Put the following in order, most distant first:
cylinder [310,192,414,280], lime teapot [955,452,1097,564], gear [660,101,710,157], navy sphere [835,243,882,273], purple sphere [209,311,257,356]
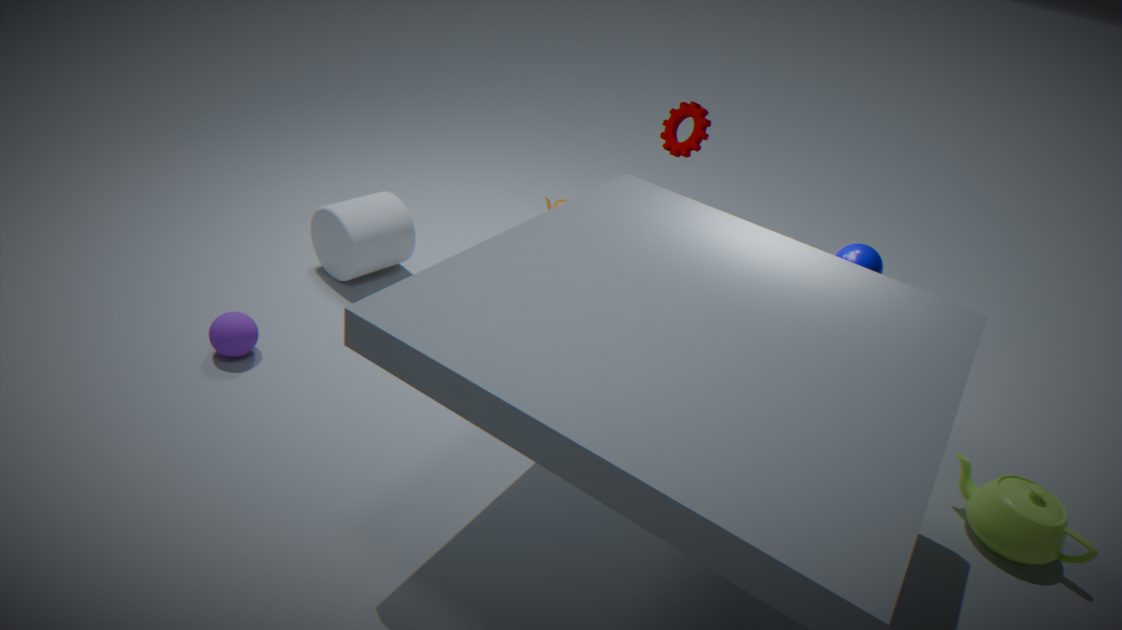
gear [660,101,710,157]
cylinder [310,192,414,280]
purple sphere [209,311,257,356]
navy sphere [835,243,882,273]
lime teapot [955,452,1097,564]
